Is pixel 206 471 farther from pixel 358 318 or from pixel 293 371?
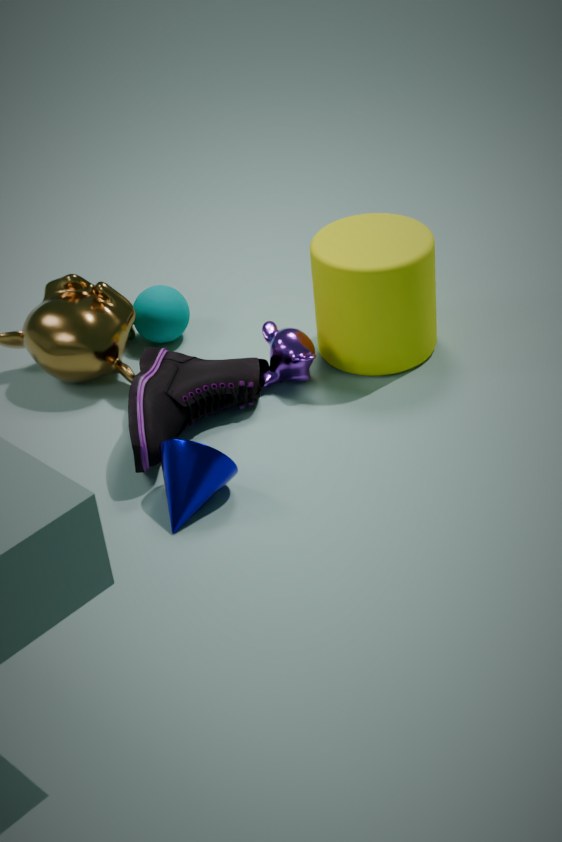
pixel 358 318
